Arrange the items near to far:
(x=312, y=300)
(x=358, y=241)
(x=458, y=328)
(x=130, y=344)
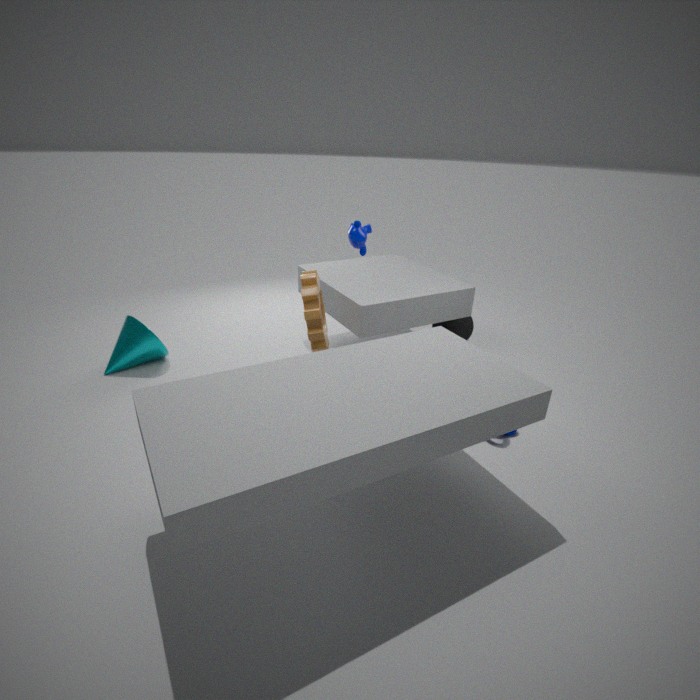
(x=312, y=300), (x=358, y=241), (x=130, y=344), (x=458, y=328)
